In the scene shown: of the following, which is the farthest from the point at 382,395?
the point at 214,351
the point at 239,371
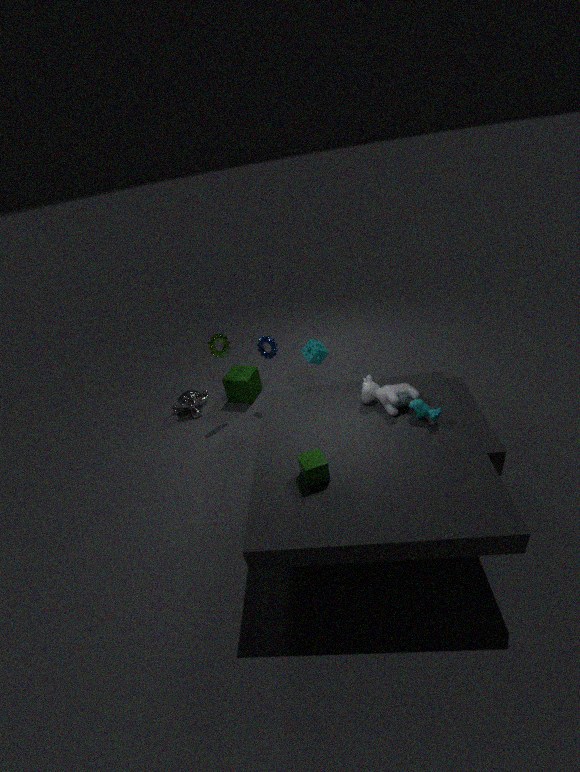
the point at 239,371
